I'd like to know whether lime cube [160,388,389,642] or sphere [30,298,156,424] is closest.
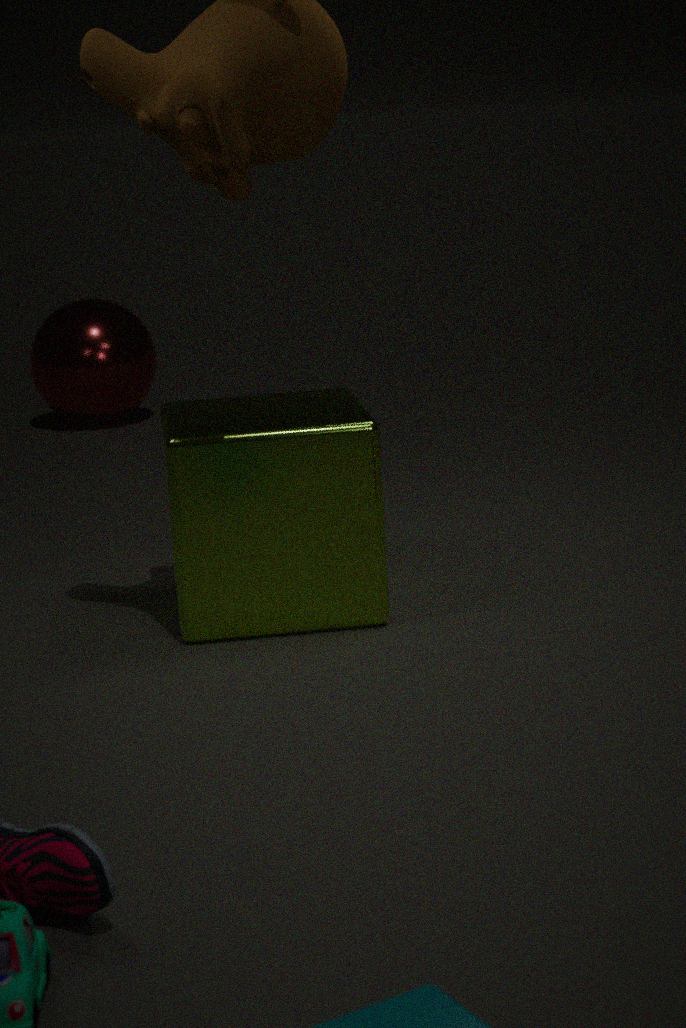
lime cube [160,388,389,642]
